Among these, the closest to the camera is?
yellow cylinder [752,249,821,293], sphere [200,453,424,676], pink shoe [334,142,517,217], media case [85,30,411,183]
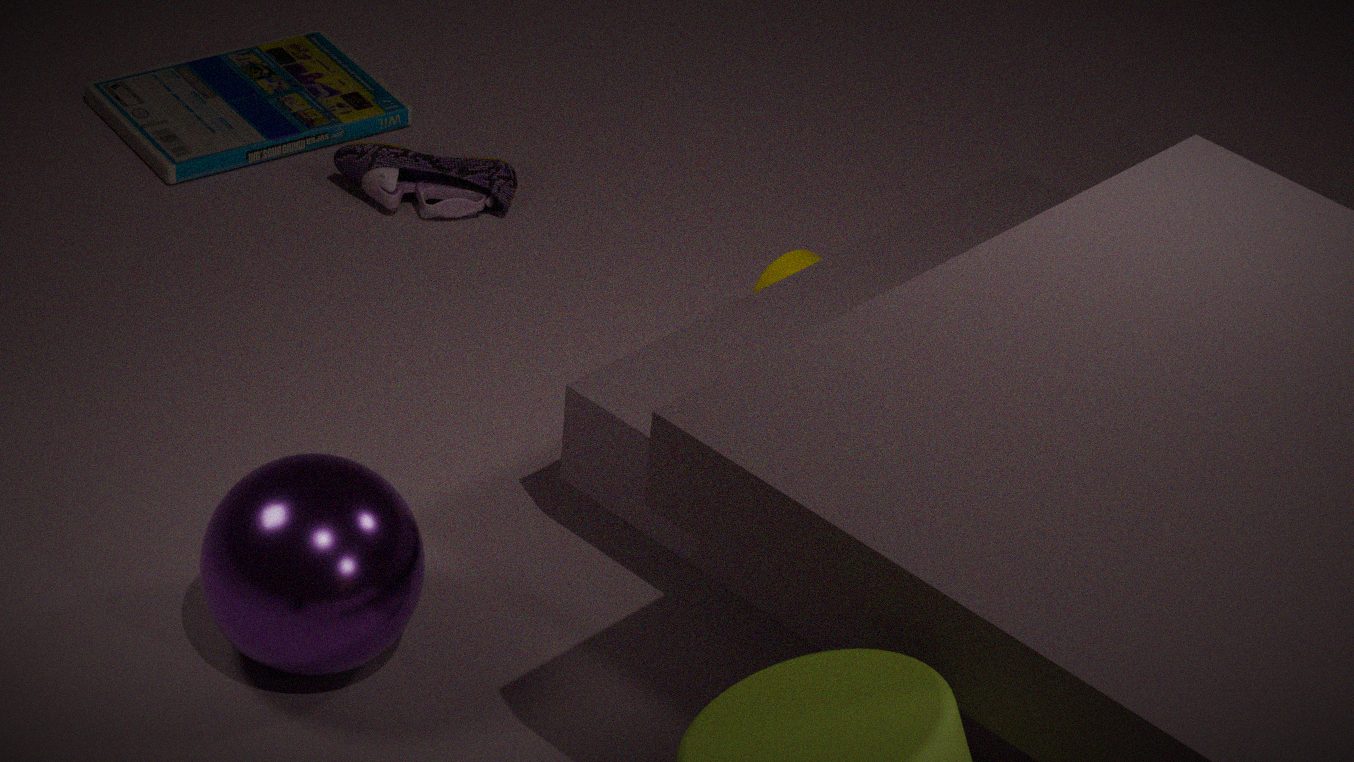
sphere [200,453,424,676]
